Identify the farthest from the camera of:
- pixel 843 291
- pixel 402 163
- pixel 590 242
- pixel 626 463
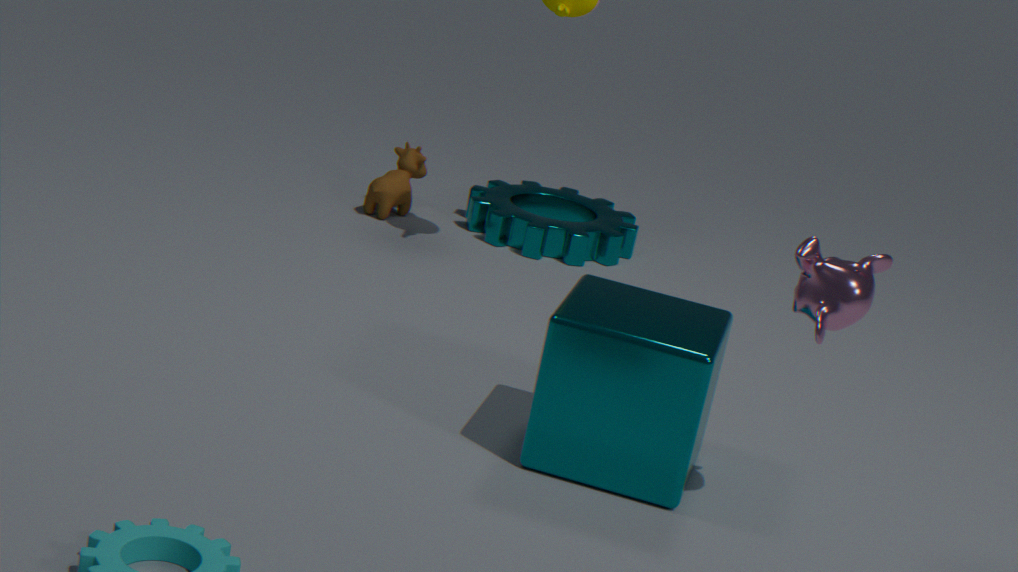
pixel 402 163
